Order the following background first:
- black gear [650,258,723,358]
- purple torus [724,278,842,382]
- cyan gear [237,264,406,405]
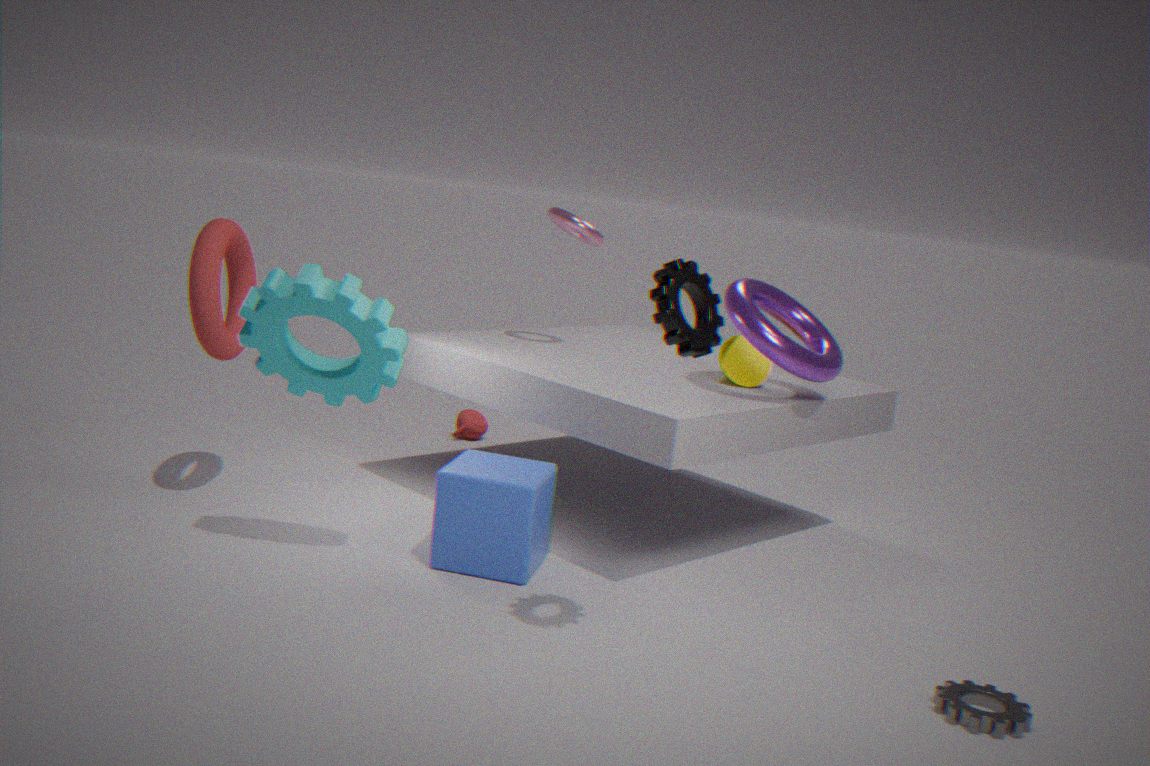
purple torus [724,278,842,382] → cyan gear [237,264,406,405] → black gear [650,258,723,358]
